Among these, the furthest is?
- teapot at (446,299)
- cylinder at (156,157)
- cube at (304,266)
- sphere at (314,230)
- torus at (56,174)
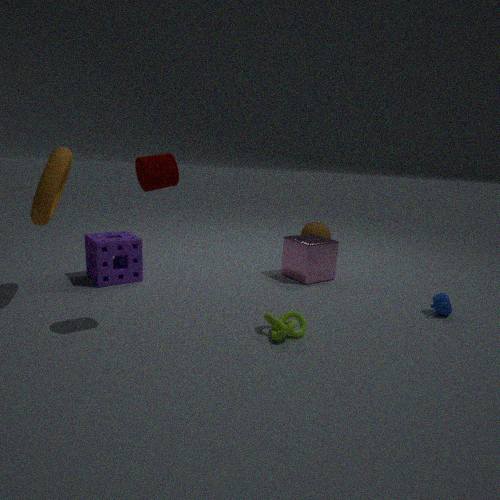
sphere at (314,230)
